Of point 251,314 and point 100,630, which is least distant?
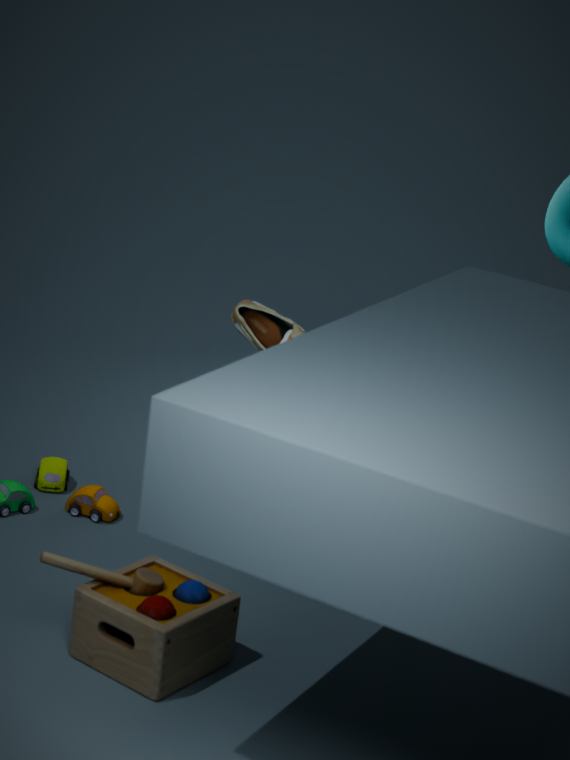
point 100,630
